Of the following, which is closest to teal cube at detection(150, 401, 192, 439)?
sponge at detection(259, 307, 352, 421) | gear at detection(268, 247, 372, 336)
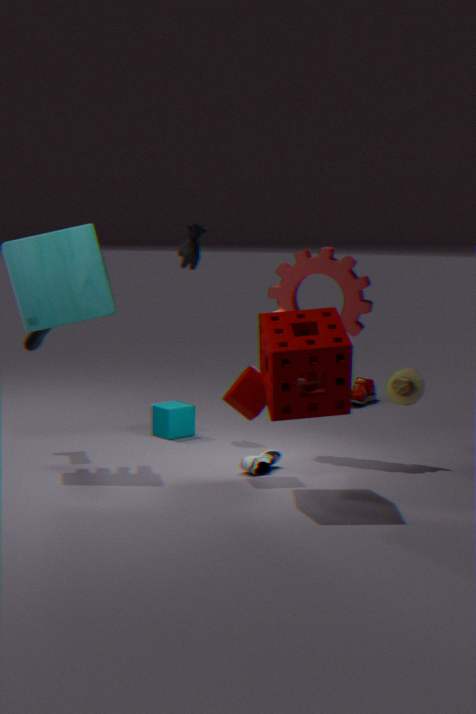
gear at detection(268, 247, 372, 336)
